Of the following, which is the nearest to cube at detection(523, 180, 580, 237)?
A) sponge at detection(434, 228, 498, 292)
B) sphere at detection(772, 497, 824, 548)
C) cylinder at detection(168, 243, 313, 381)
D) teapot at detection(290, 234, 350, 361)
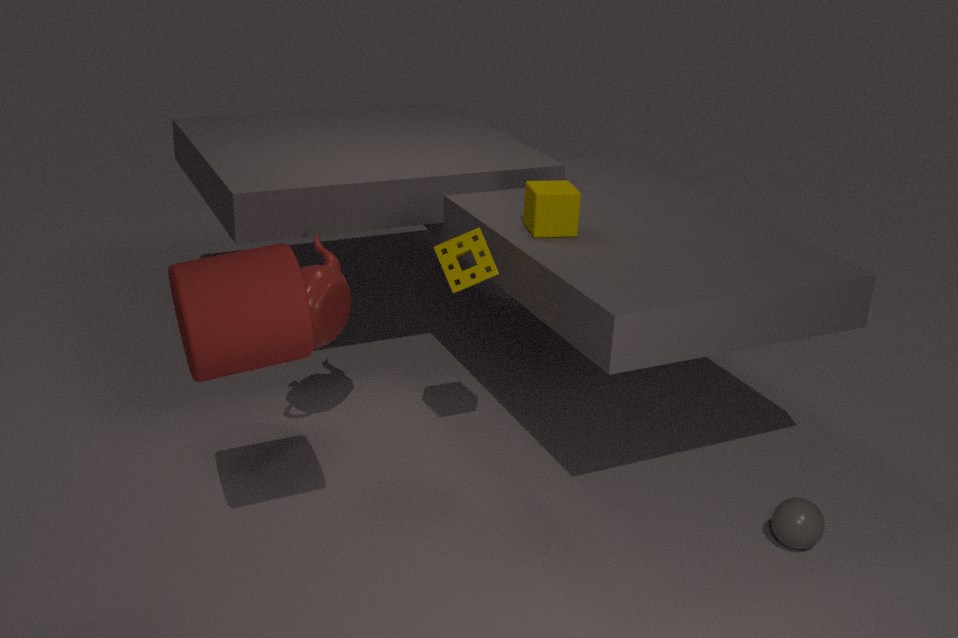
sponge at detection(434, 228, 498, 292)
